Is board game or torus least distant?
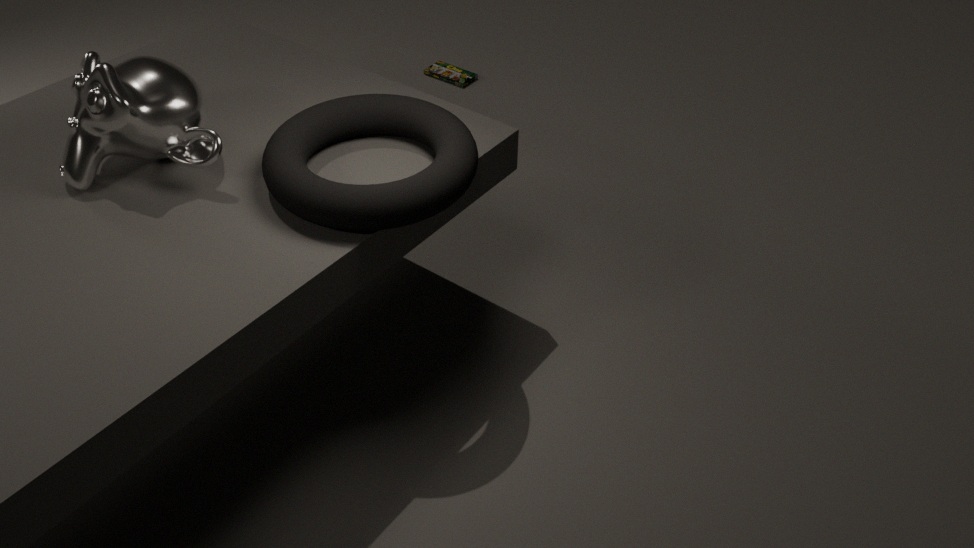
torus
